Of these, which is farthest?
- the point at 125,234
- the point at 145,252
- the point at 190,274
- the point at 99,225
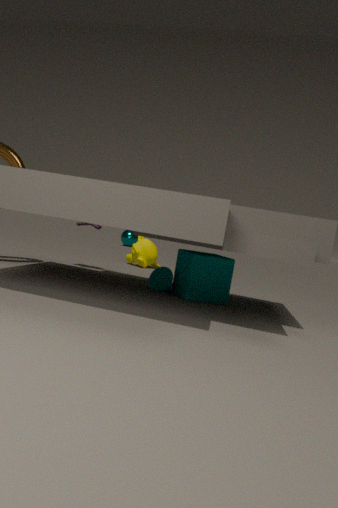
the point at 125,234
